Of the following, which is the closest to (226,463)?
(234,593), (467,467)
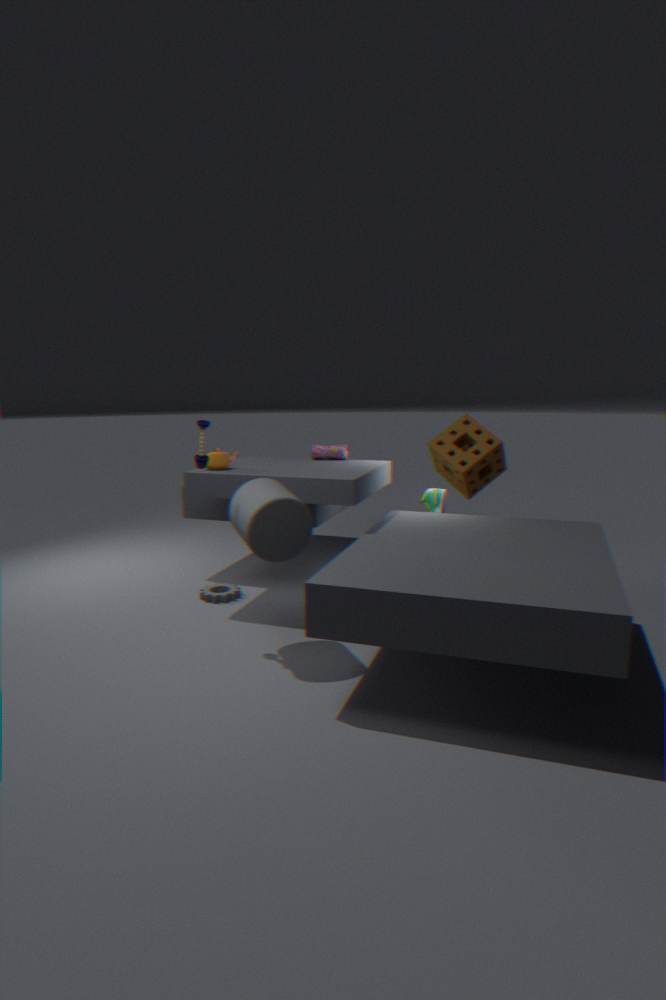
(234,593)
